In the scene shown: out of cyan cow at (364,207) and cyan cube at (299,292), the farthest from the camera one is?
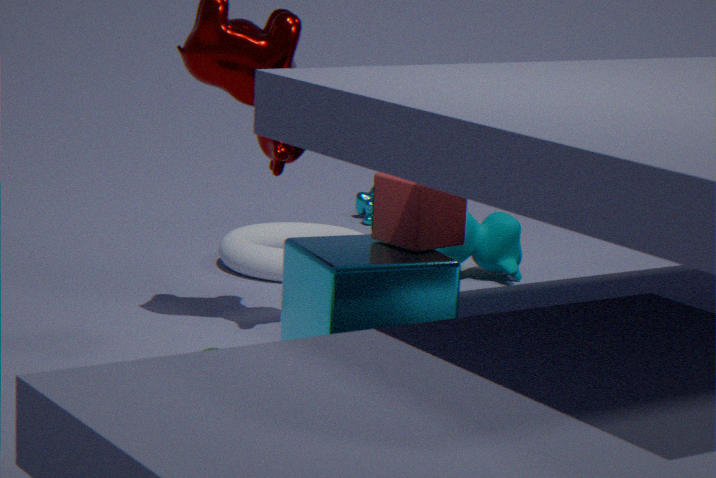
cyan cow at (364,207)
